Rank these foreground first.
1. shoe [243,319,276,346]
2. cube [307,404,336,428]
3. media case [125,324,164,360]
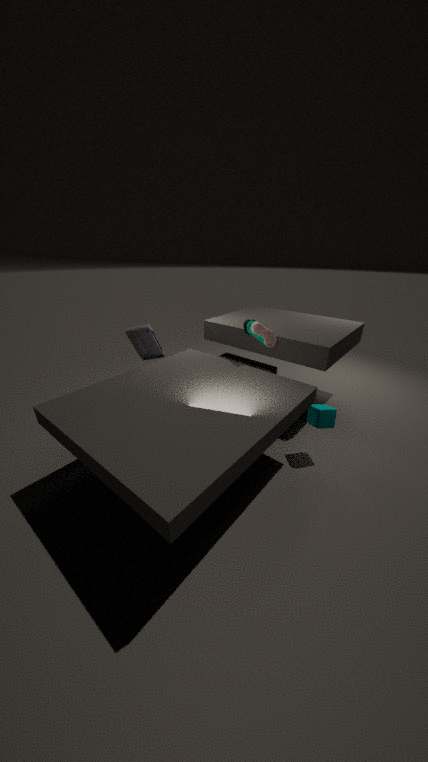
cube [307,404,336,428], shoe [243,319,276,346], media case [125,324,164,360]
